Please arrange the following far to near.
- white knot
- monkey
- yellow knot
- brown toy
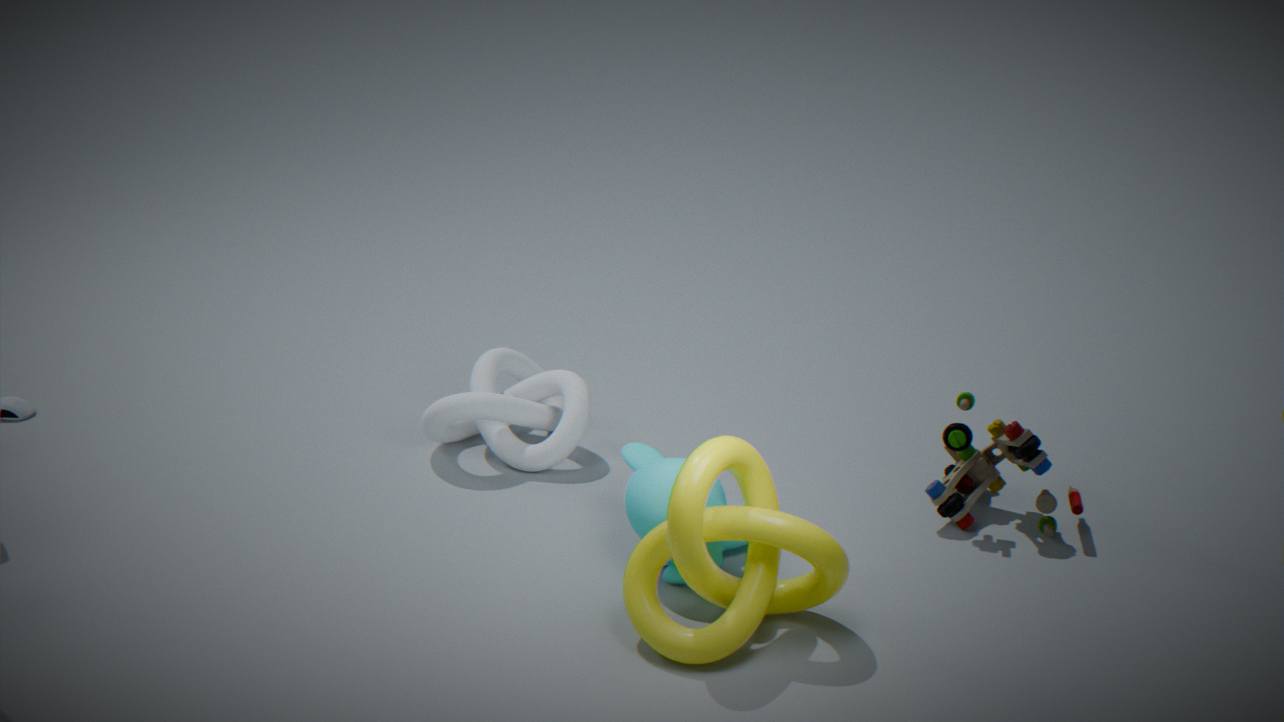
1. white knot
2. brown toy
3. monkey
4. yellow knot
